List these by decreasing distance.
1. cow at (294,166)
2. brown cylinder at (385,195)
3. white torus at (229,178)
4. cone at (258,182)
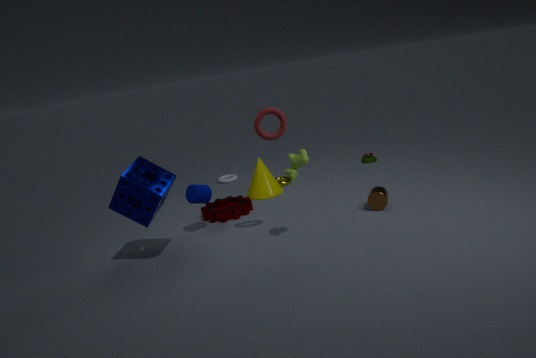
1. white torus at (229,178)
2. cone at (258,182)
3. brown cylinder at (385,195)
4. cow at (294,166)
